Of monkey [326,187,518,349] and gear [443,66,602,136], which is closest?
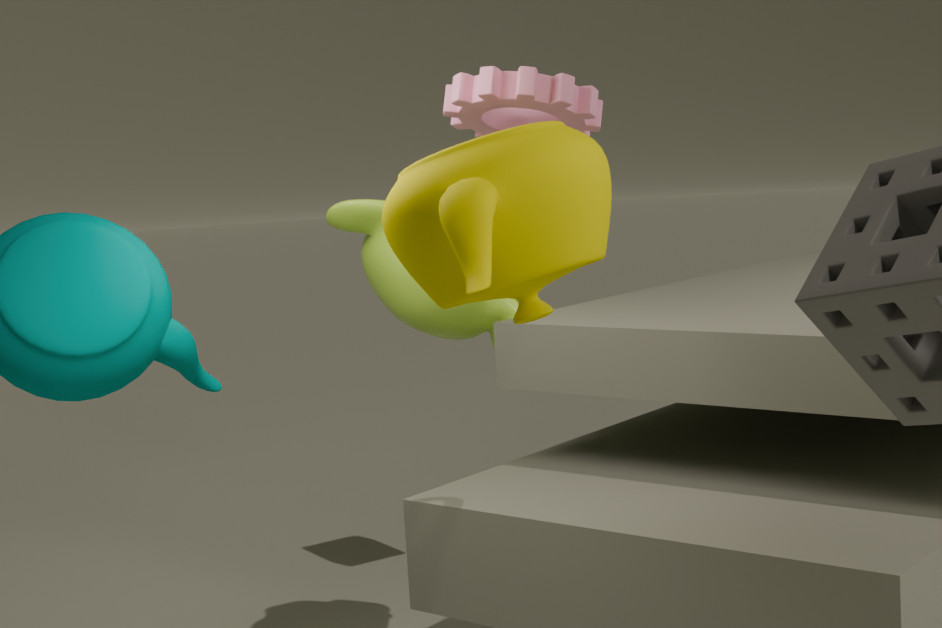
gear [443,66,602,136]
